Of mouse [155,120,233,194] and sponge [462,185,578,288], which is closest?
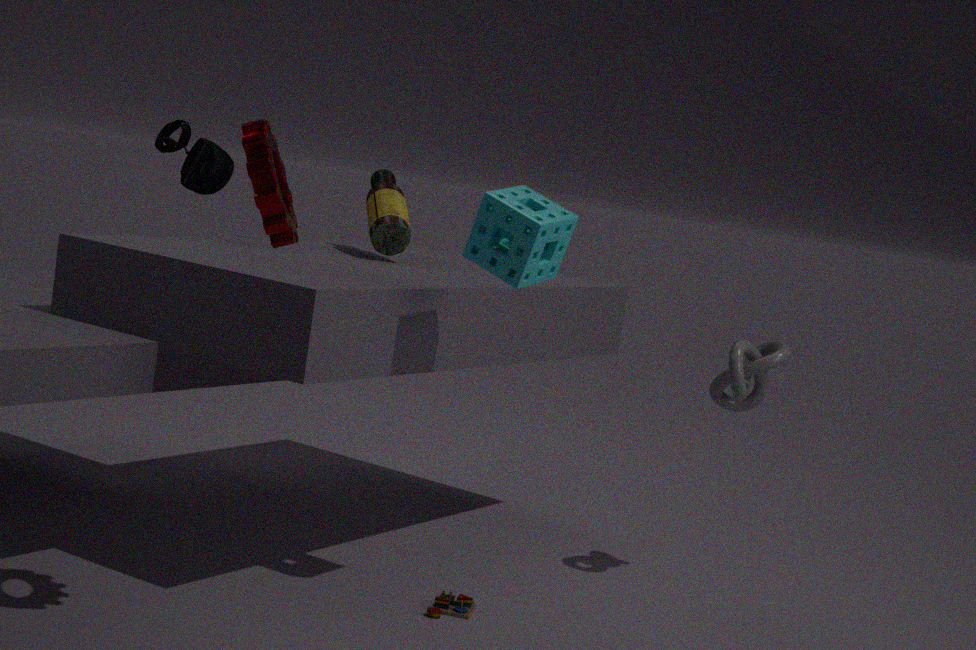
sponge [462,185,578,288]
